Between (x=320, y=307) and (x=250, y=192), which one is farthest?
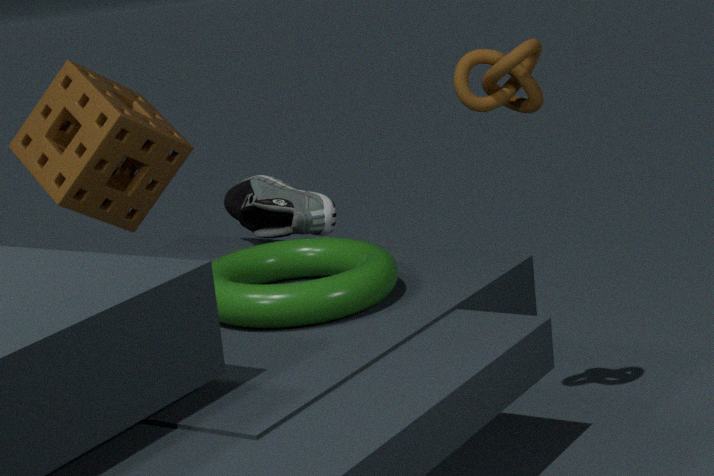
(x=250, y=192)
